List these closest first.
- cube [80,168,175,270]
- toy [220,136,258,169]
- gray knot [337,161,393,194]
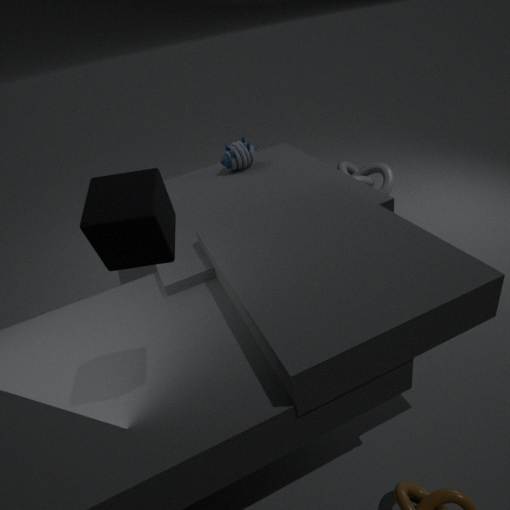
1. cube [80,168,175,270]
2. toy [220,136,258,169]
3. gray knot [337,161,393,194]
